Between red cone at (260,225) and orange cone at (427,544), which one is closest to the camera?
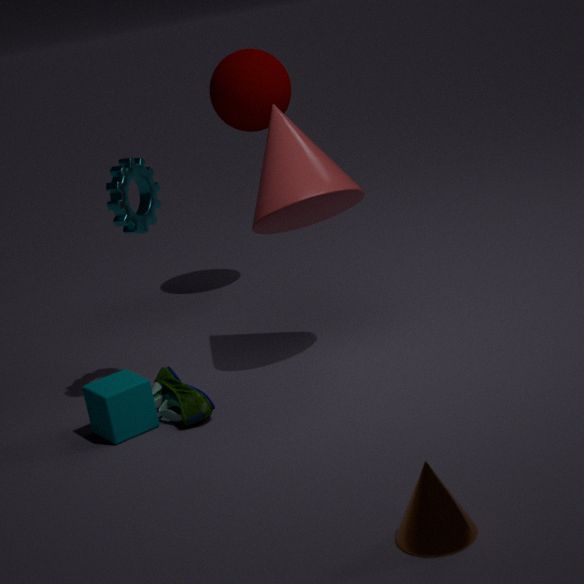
orange cone at (427,544)
